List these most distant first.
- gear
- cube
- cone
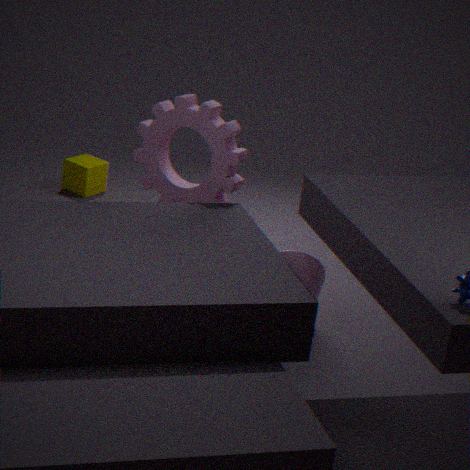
1. cube
2. gear
3. cone
